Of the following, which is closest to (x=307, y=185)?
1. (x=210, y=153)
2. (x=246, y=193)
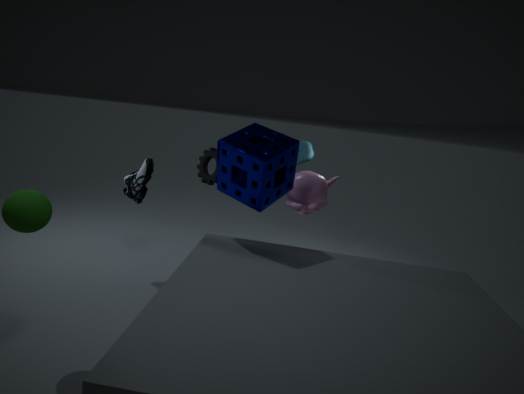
(x=246, y=193)
